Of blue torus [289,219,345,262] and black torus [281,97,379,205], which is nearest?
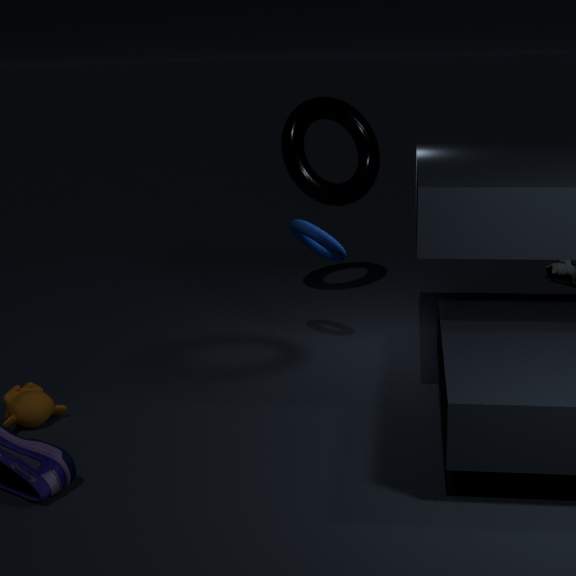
blue torus [289,219,345,262]
